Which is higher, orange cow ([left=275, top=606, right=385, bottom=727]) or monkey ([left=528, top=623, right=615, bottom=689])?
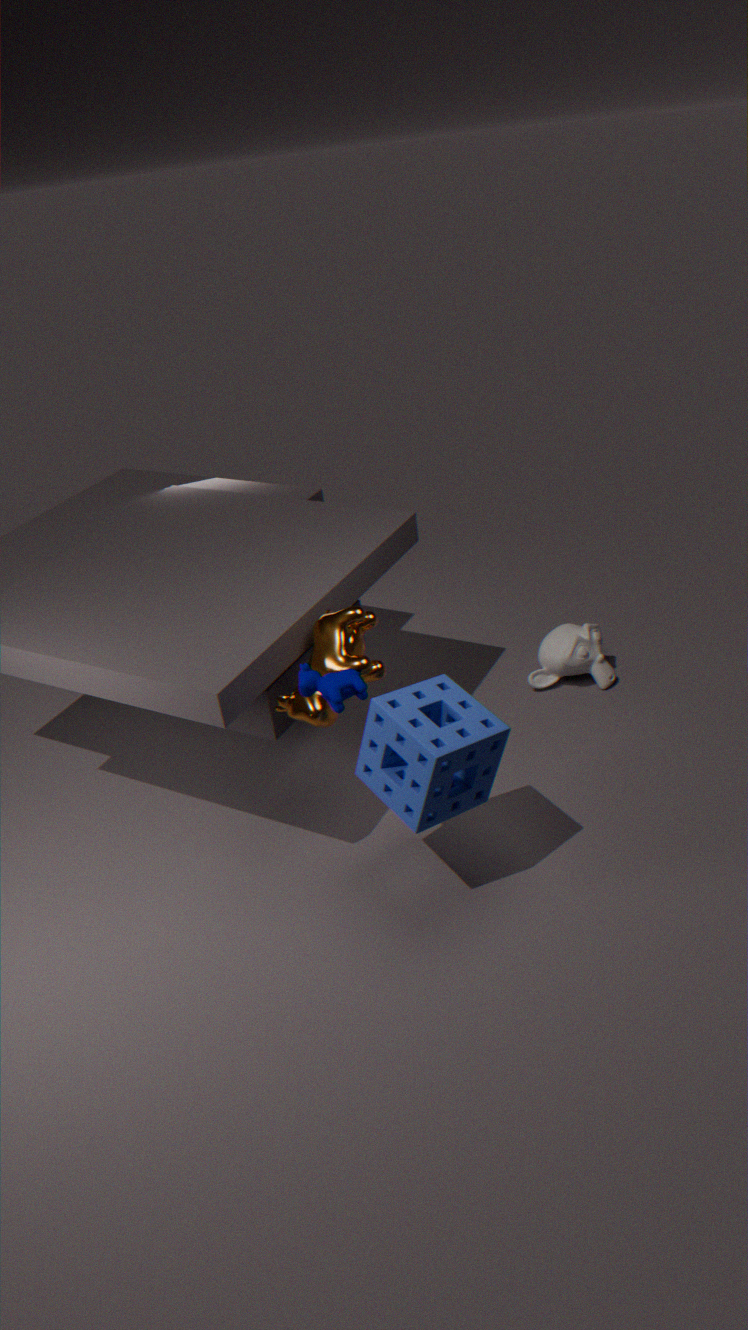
orange cow ([left=275, top=606, right=385, bottom=727])
